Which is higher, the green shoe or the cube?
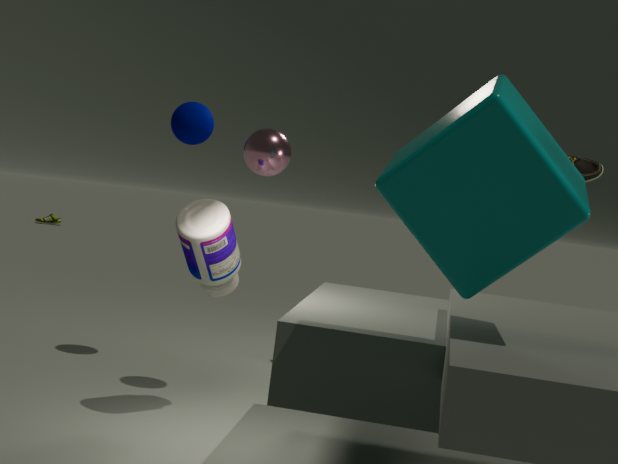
the cube
